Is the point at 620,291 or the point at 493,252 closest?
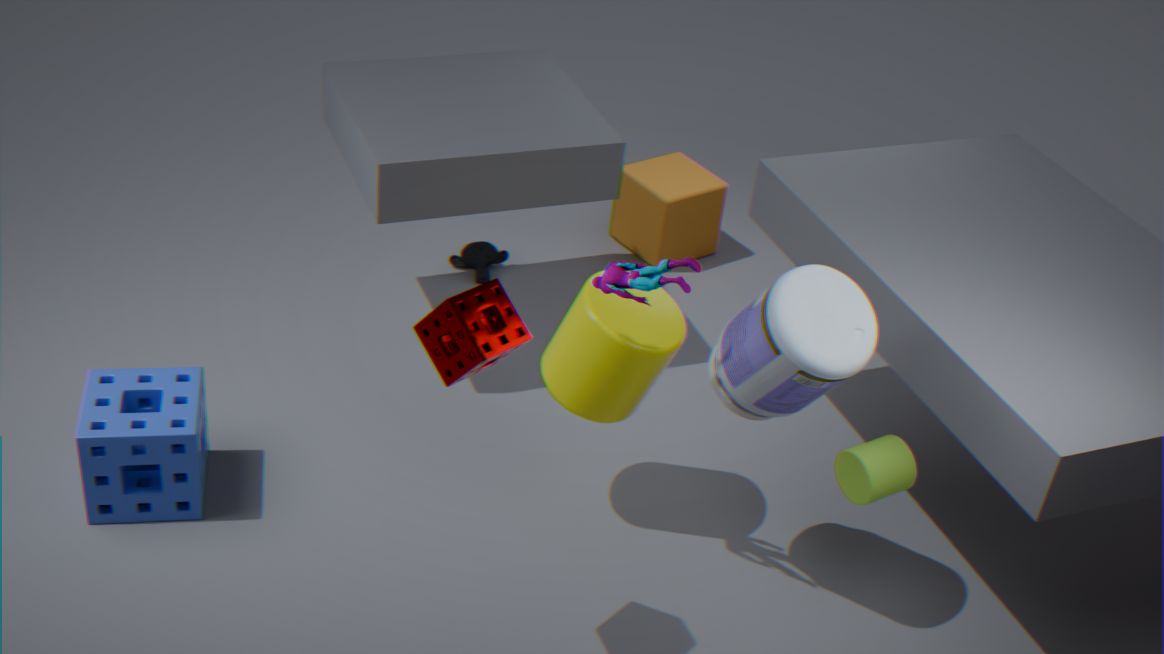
the point at 620,291
